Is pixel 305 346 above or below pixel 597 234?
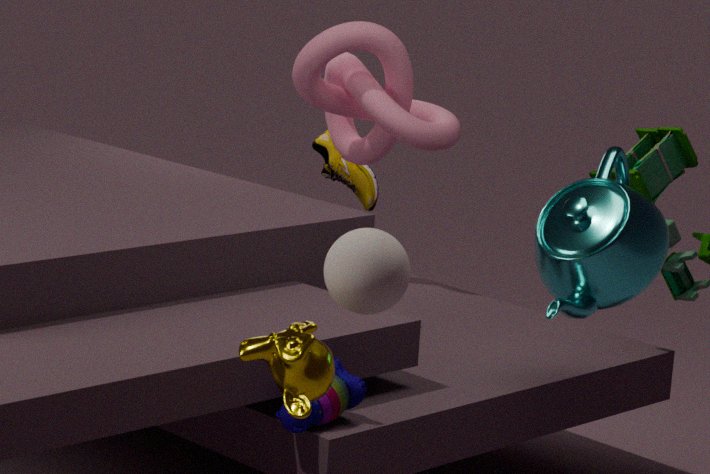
below
